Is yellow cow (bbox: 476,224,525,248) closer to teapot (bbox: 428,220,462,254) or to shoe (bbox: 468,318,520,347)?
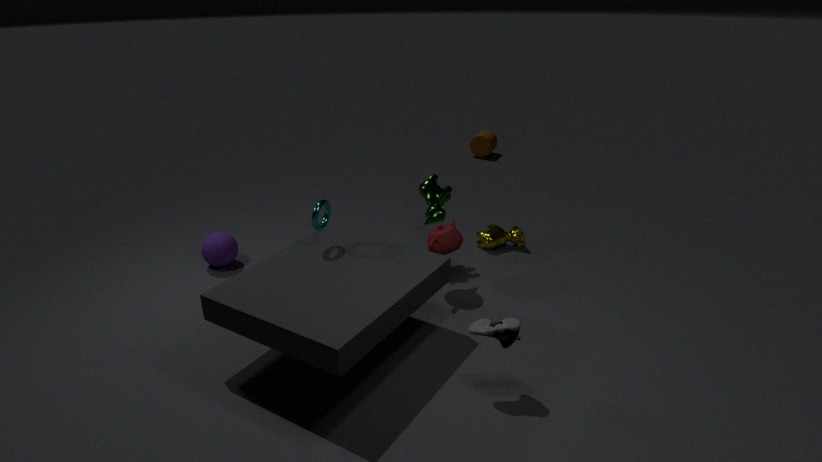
teapot (bbox: 428,220,462,254)
